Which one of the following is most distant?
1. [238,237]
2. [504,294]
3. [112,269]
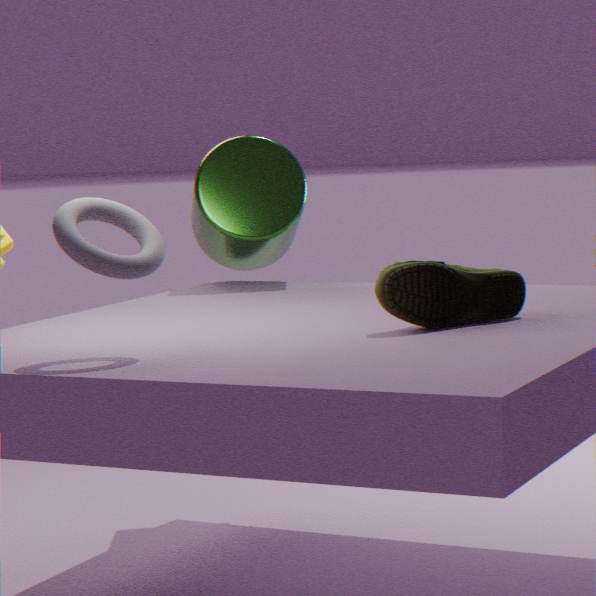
[238,237]
